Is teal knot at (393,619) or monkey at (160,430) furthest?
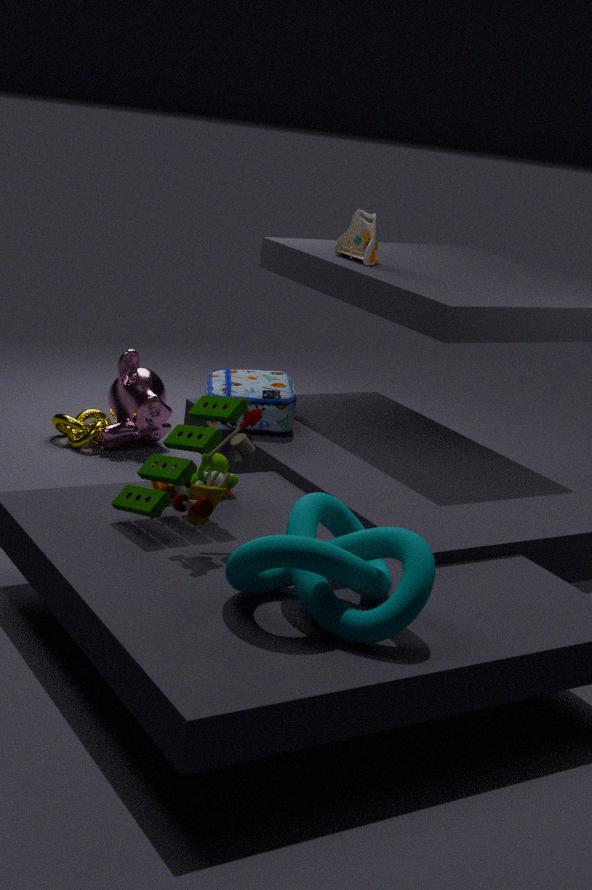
monkey at (160,430)
